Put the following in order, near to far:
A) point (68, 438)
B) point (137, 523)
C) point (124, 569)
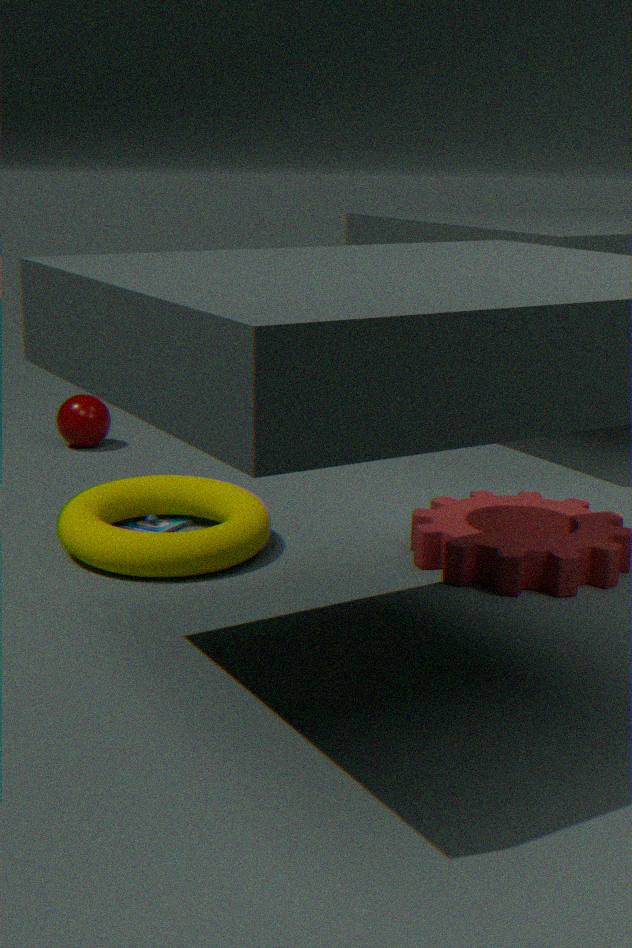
point (124, 569), point (137, 523), point (68, 438)
